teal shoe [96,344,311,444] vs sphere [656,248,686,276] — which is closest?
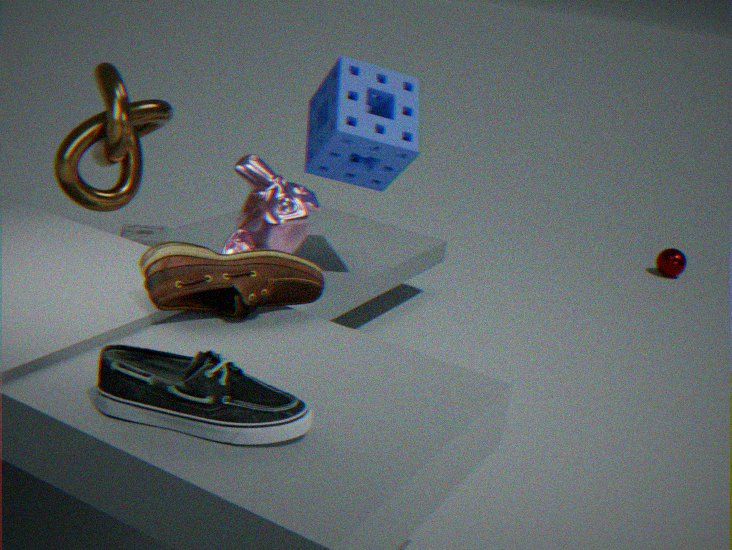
teal shoe [96,344,311,444]
